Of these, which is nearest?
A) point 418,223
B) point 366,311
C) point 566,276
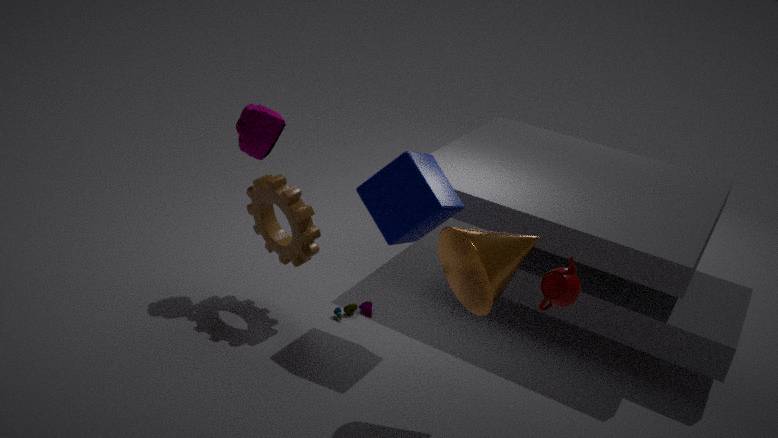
point 566,276
